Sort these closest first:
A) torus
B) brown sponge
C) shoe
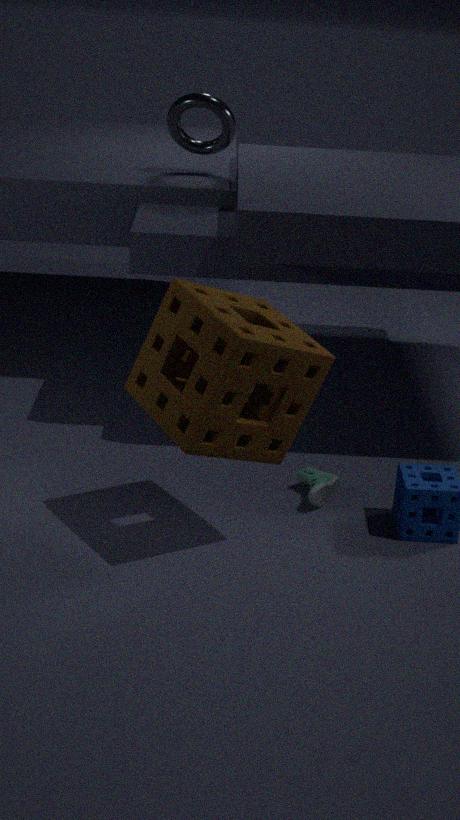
brown sponge, shoe, torus
